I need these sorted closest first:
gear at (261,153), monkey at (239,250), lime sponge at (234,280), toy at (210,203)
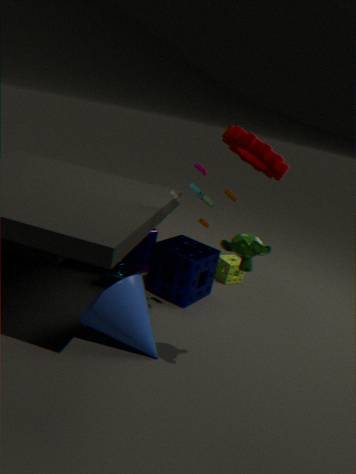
monkey at (239,250)
toy at (210,203)
gear at (261,153)
lime sponge at (234,280)
